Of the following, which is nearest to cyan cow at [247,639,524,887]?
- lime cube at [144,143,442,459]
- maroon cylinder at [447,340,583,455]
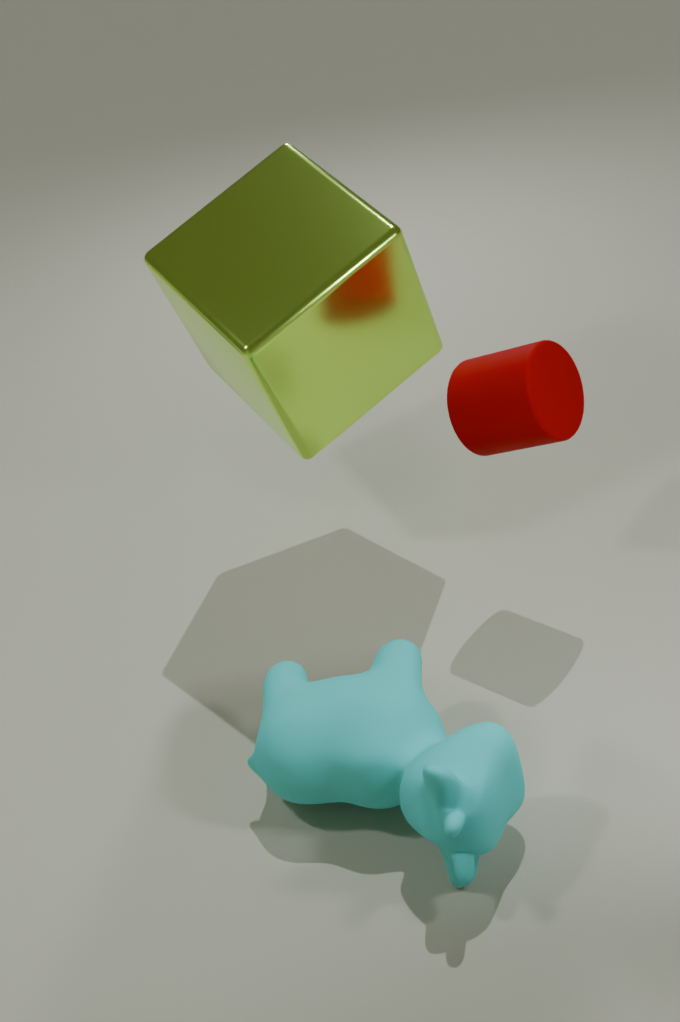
maroon cylinder at [447,340,583,455]
